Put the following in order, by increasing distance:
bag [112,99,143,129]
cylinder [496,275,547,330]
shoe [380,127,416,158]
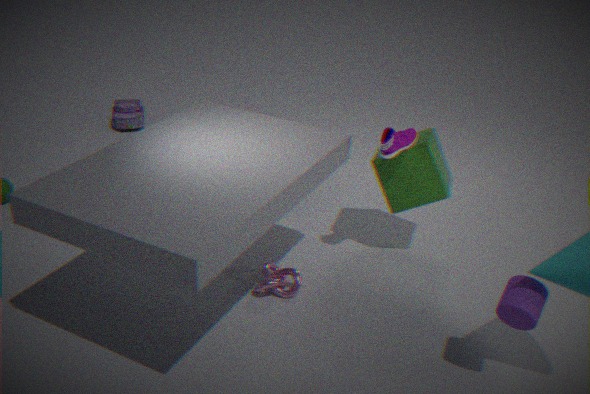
cylinder [496,275,547,330] → shoe [380,127,416,158] → bag [112,99,143,129]
